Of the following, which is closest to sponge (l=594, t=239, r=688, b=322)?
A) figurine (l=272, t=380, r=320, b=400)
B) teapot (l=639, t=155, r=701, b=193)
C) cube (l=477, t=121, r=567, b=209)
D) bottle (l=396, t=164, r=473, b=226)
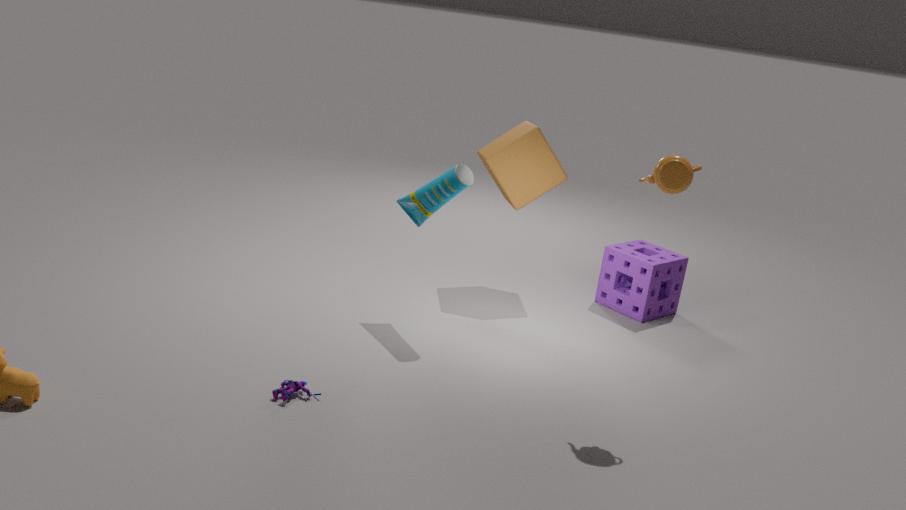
cube (l=477, t=121, r=567, b=209)
